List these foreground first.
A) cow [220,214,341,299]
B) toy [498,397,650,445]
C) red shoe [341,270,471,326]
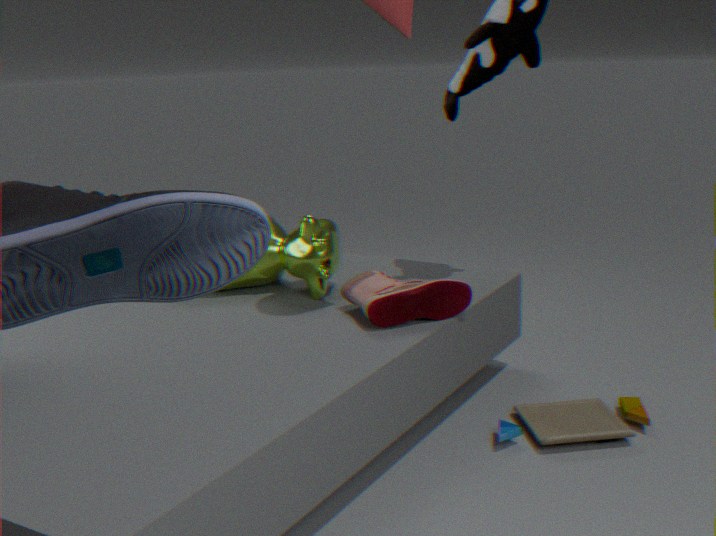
toy [498,397,650,445]
red shoe [341,270,471,326]
cow [220,214,341,299]
